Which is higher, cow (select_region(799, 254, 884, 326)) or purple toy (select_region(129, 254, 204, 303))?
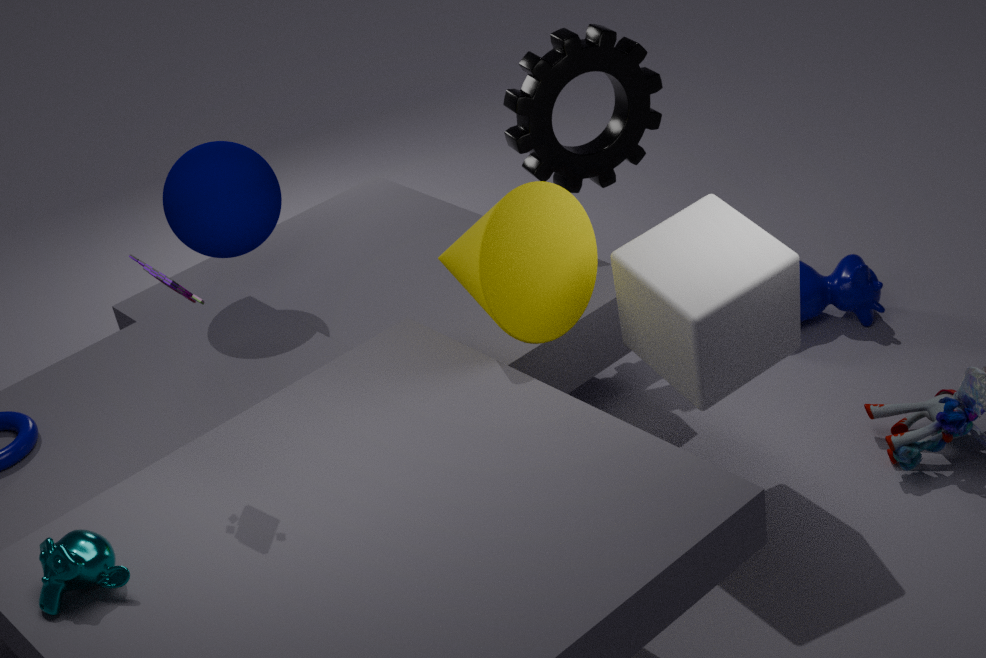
purple toy (select_region(129, 254, 204, 303))
